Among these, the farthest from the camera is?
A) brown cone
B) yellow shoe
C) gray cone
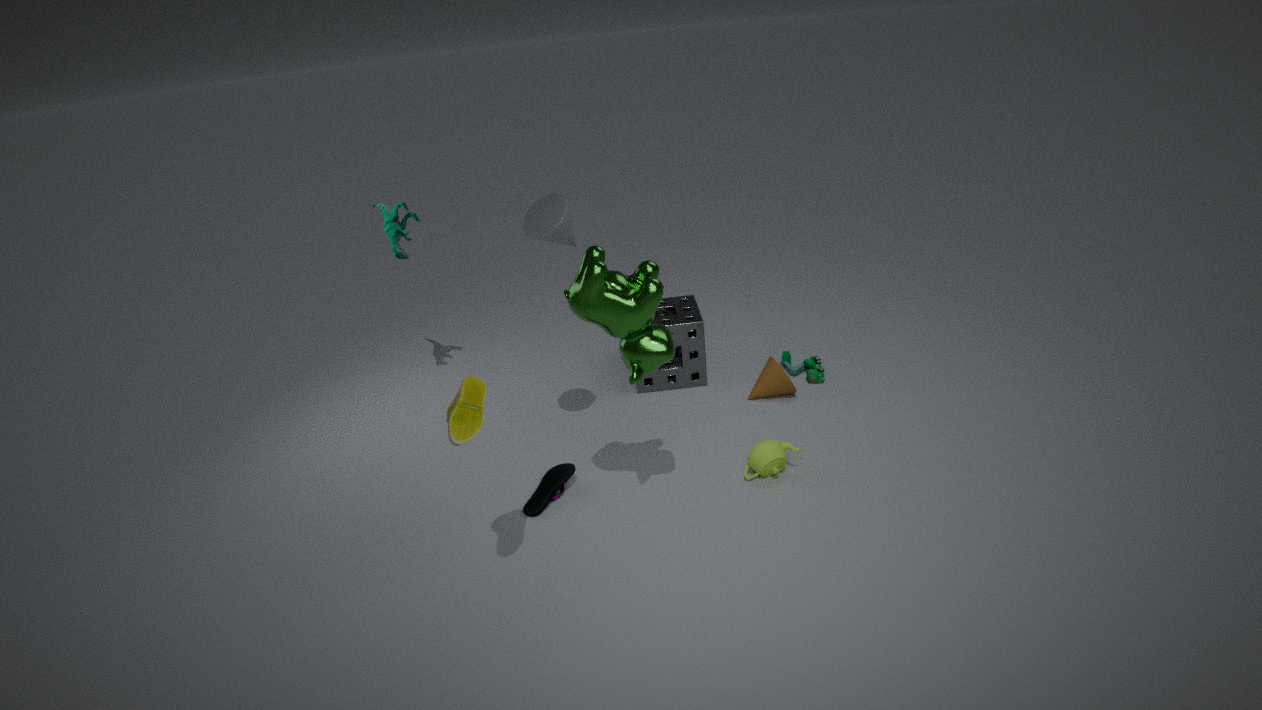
brown cone
